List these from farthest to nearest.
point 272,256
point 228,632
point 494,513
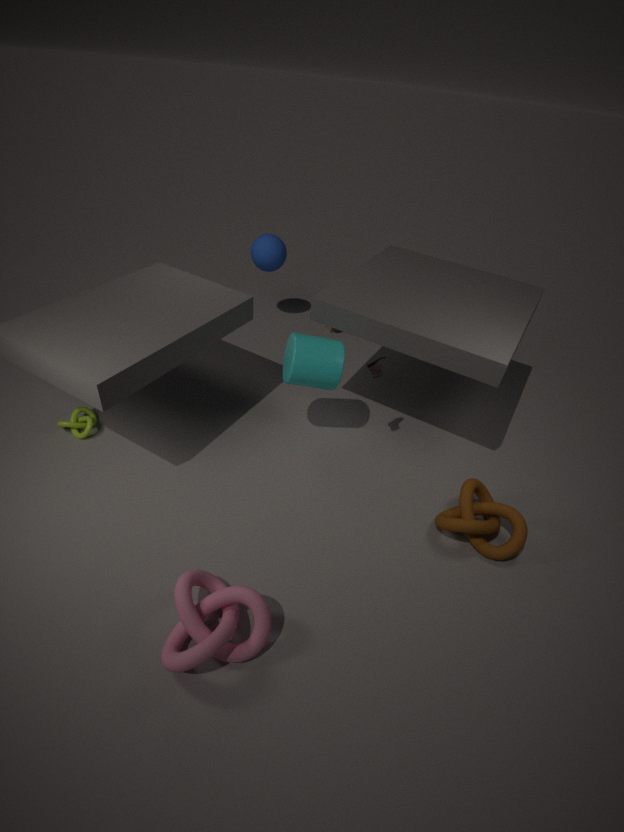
point 272,256
point 494,513
point 228,632
